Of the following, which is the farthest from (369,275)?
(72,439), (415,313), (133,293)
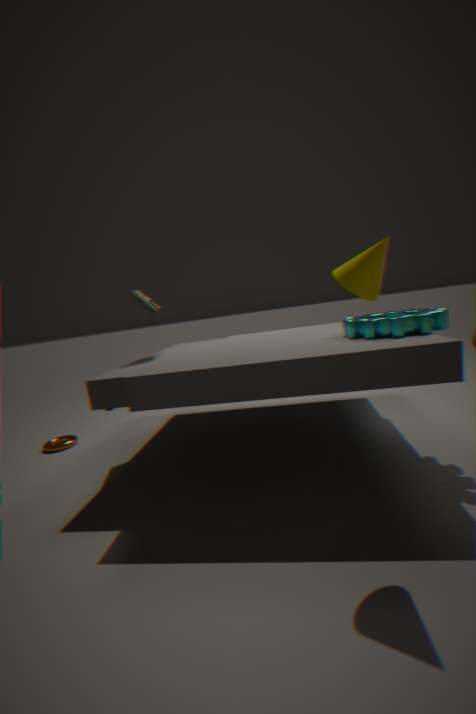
(72,439)
